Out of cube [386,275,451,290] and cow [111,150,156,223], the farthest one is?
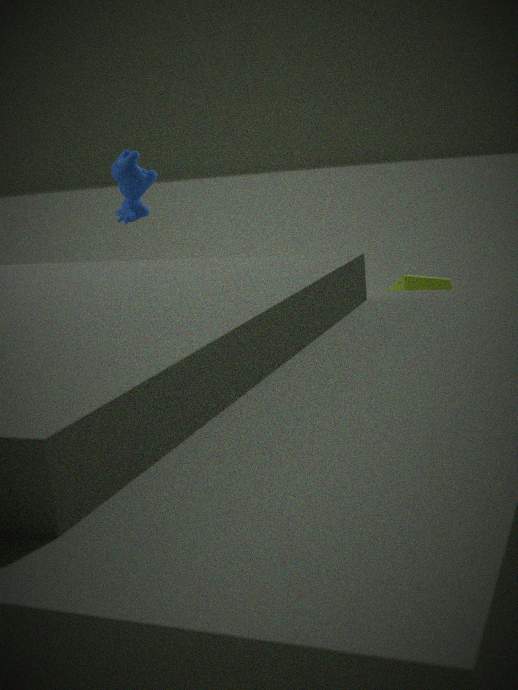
cow [111,150,156,223]
